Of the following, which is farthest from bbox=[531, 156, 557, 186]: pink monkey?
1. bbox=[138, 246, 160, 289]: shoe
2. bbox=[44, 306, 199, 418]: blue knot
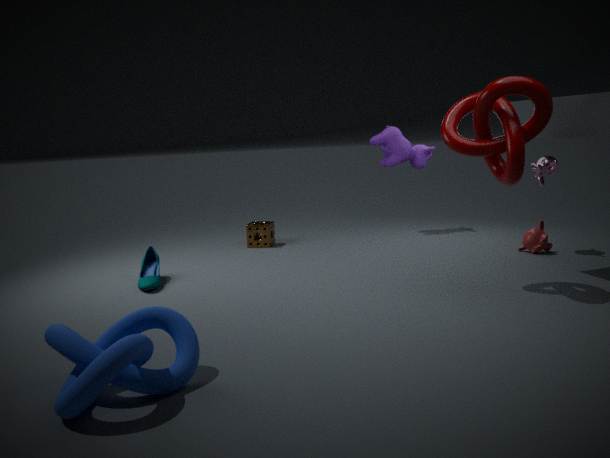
bbox=[44, 306, 199, 418]: blue knot
